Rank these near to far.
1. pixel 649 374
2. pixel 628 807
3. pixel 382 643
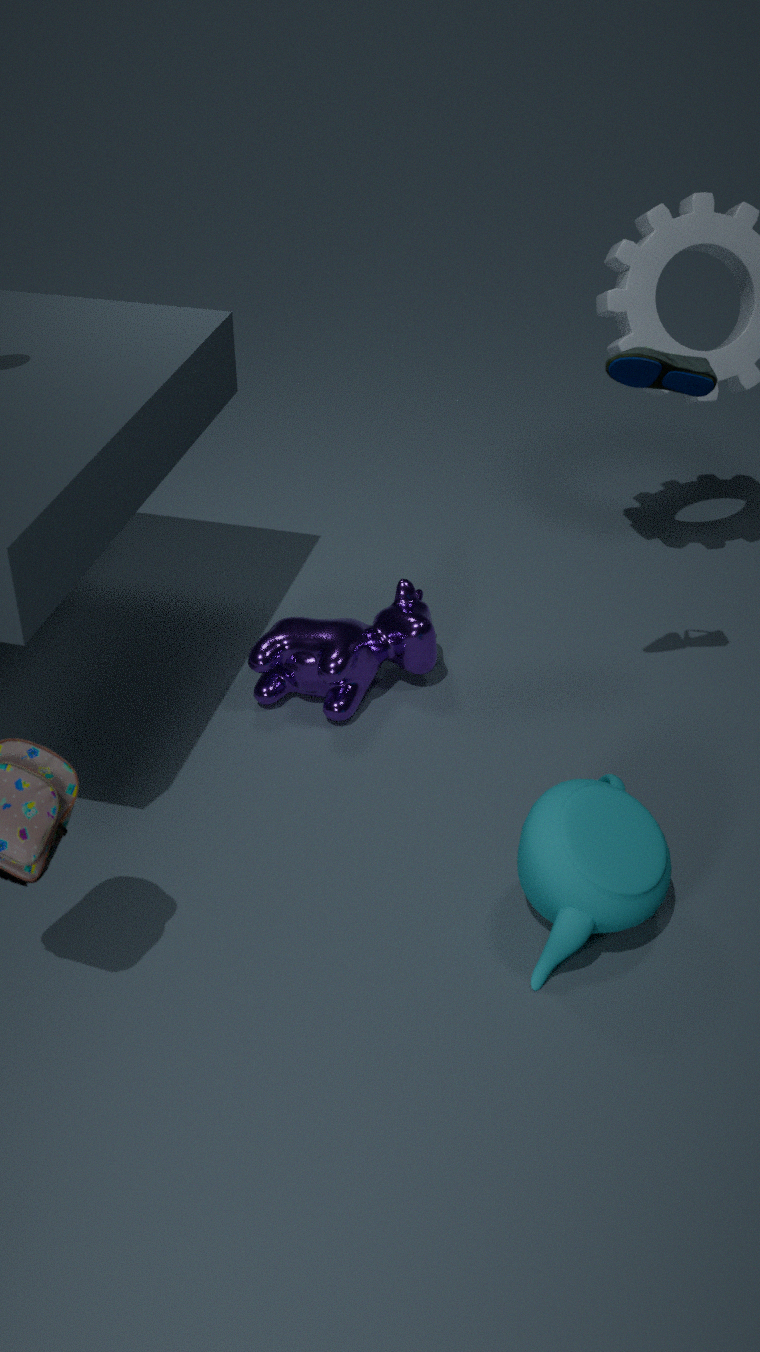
pixel 628 807 < pixel 649 374 < pixel 382 643
